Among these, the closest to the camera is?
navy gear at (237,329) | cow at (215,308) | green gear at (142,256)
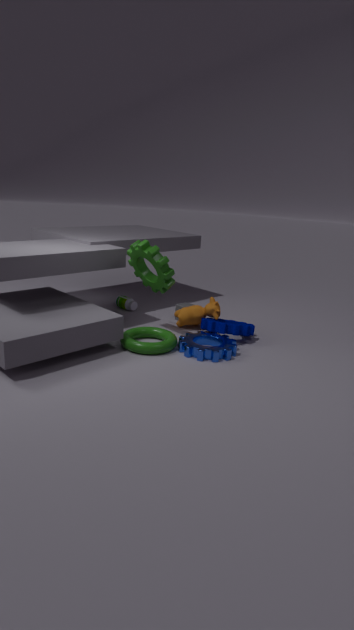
green gear at (142,256)
